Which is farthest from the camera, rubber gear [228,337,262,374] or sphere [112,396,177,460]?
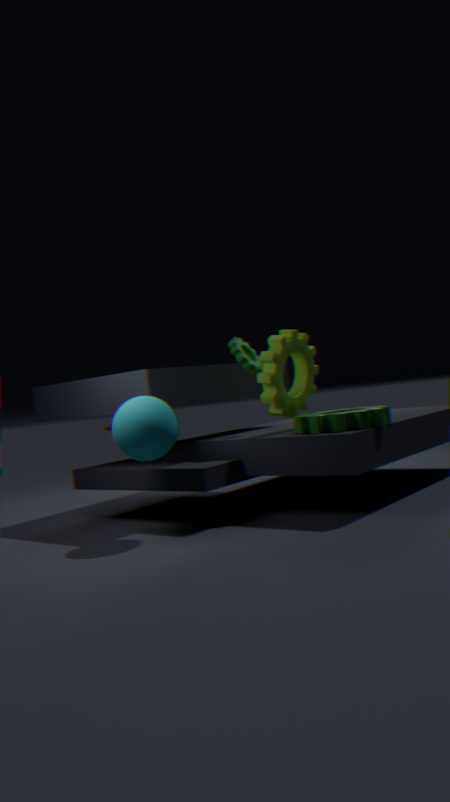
rubber gear [228,337,262,374]
